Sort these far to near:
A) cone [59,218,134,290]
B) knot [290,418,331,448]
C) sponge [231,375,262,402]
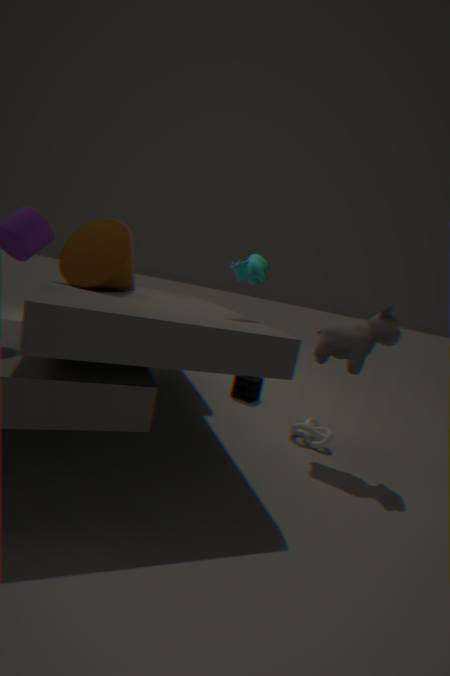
sponge [231,375,262,402], knot [290,418,331,448], cone [59,218,134,290]
